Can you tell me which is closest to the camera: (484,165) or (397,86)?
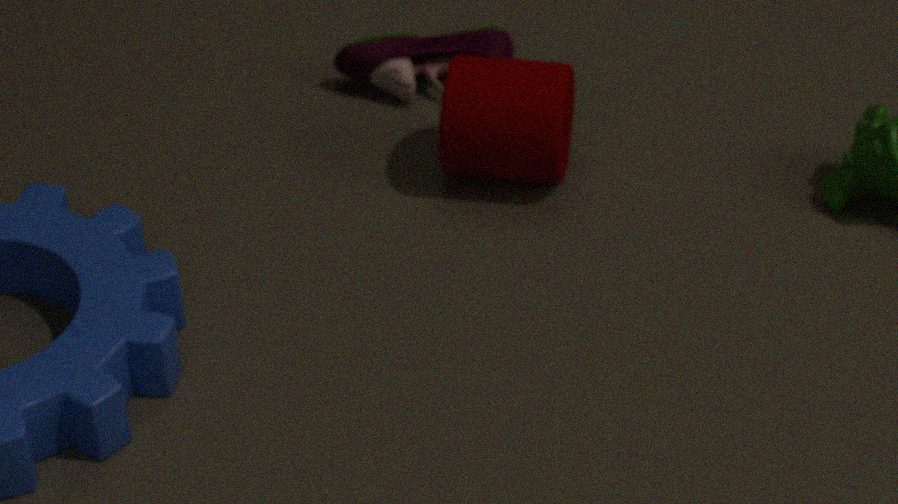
(484,165)
